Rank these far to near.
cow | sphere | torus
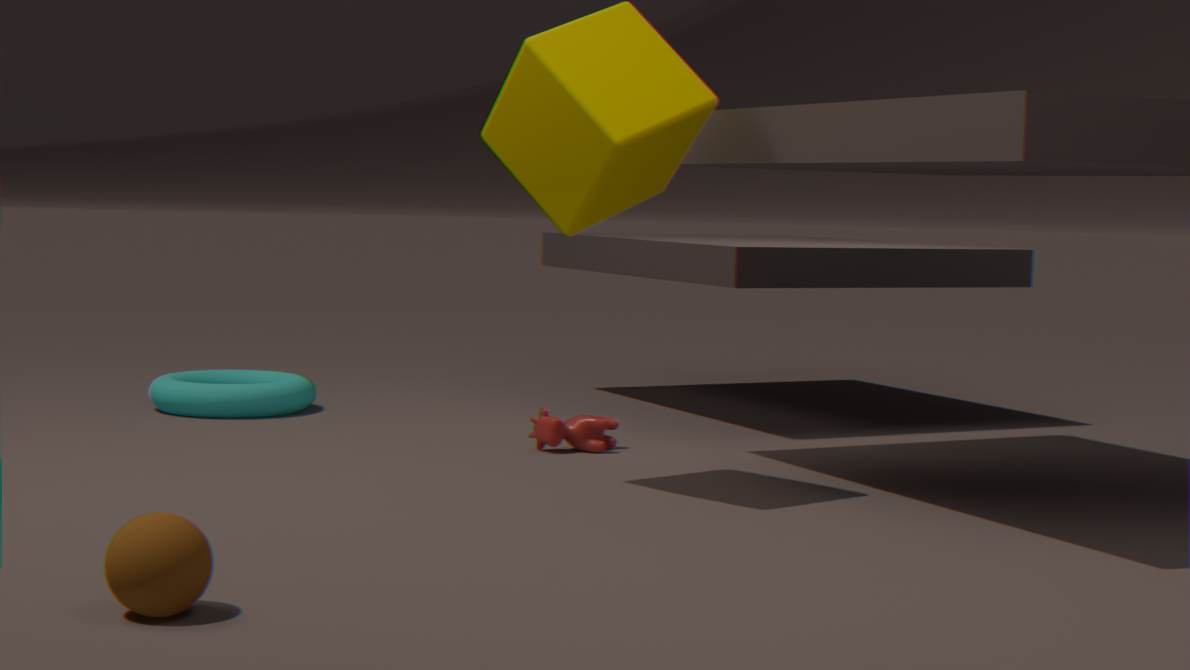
torus, cow, sphere
